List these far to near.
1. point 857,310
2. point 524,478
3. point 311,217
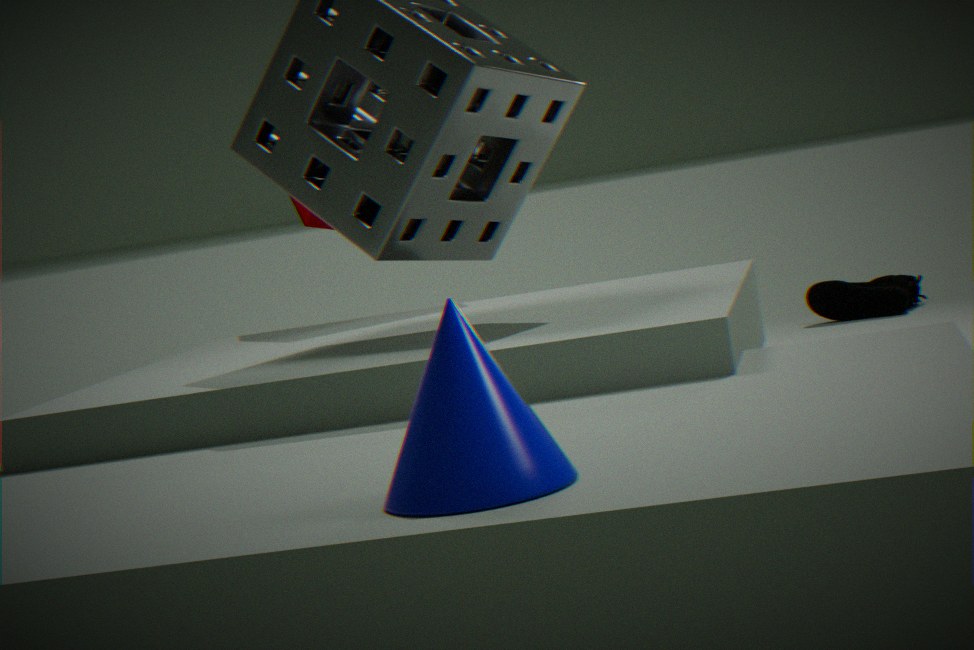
point 857,310, point 311,217, point 524,478
